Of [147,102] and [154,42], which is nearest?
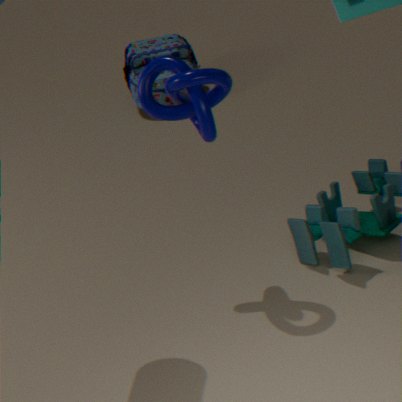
[147,102]
